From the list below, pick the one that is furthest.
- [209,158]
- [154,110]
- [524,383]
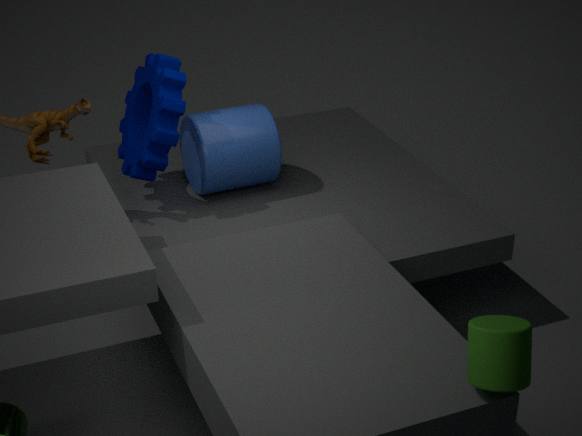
[209,158]
